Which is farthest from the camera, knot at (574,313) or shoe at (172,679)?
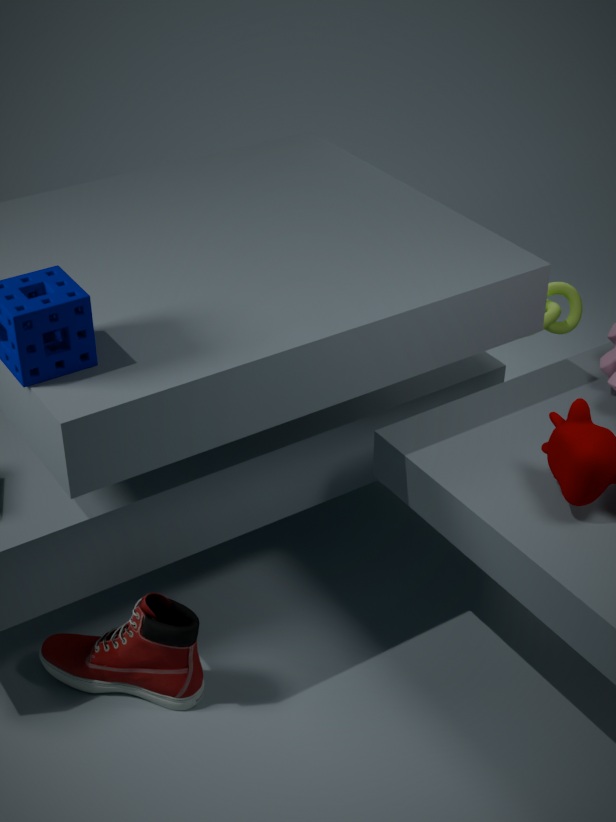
knot at (574,313)
